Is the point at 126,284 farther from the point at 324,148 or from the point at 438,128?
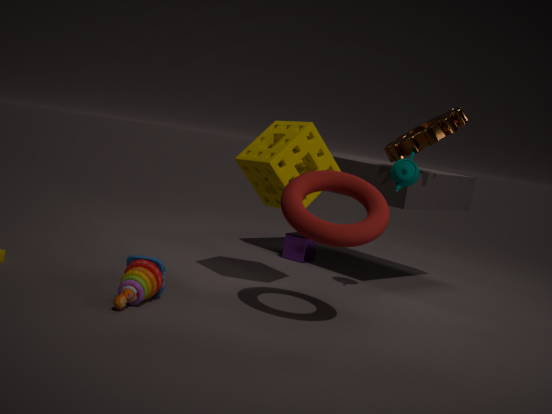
the point at 438,128
